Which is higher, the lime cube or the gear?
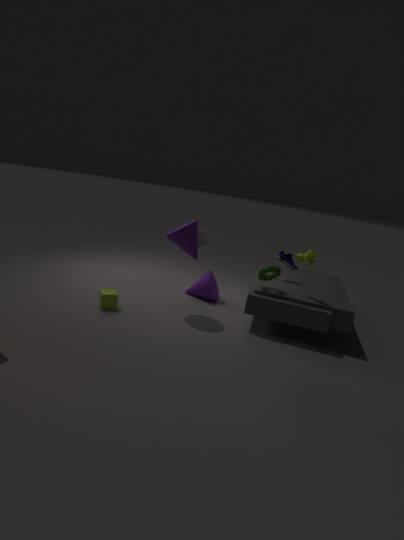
the gear
